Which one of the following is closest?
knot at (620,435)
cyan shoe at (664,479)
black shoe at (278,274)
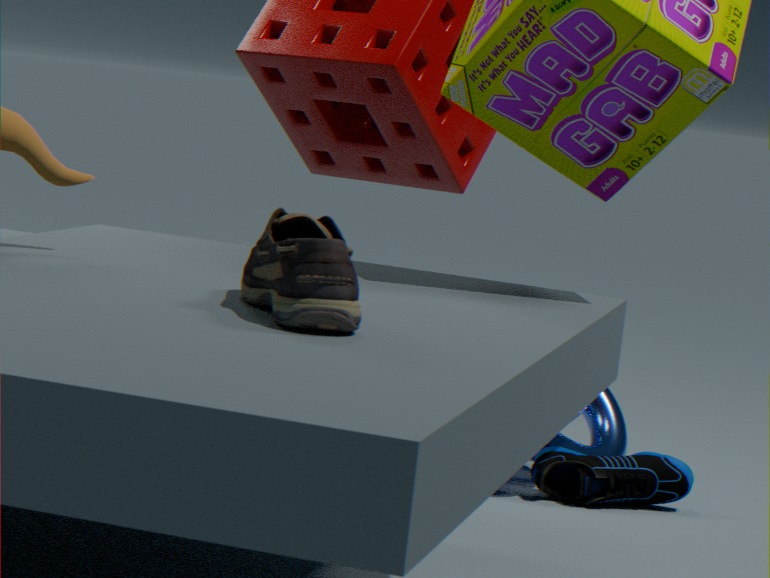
black shoe at (278,274)
